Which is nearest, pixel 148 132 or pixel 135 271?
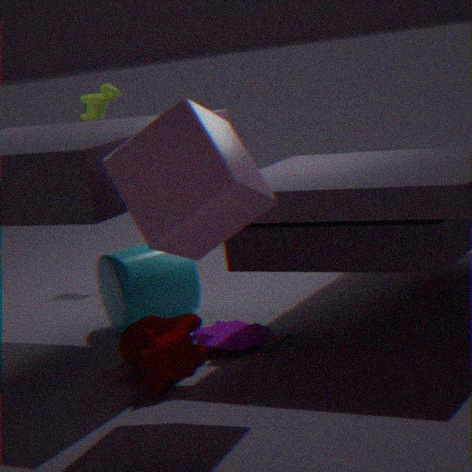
pixel 148 132
